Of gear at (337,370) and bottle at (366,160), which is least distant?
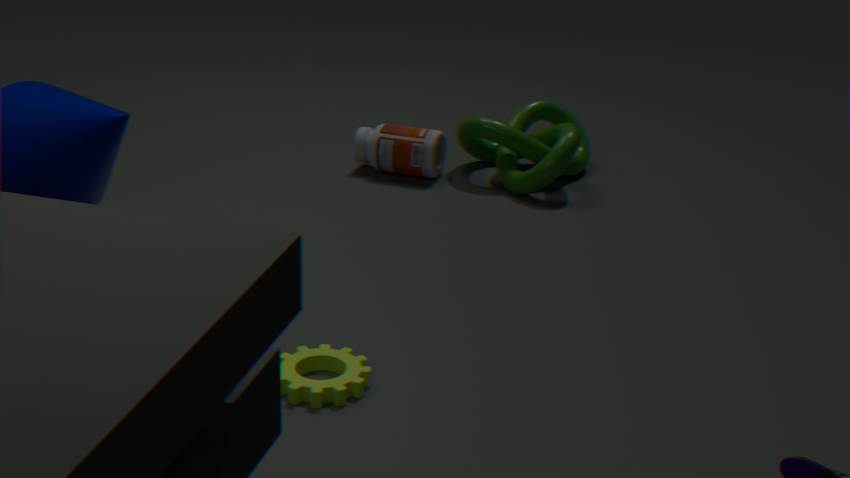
gear at (337,370)
